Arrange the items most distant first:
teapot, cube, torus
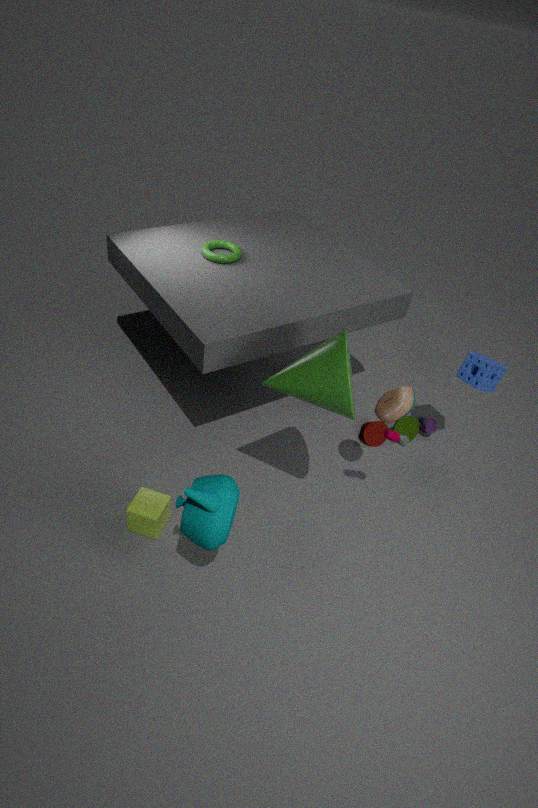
1. torus
2. cube
3. teapot
